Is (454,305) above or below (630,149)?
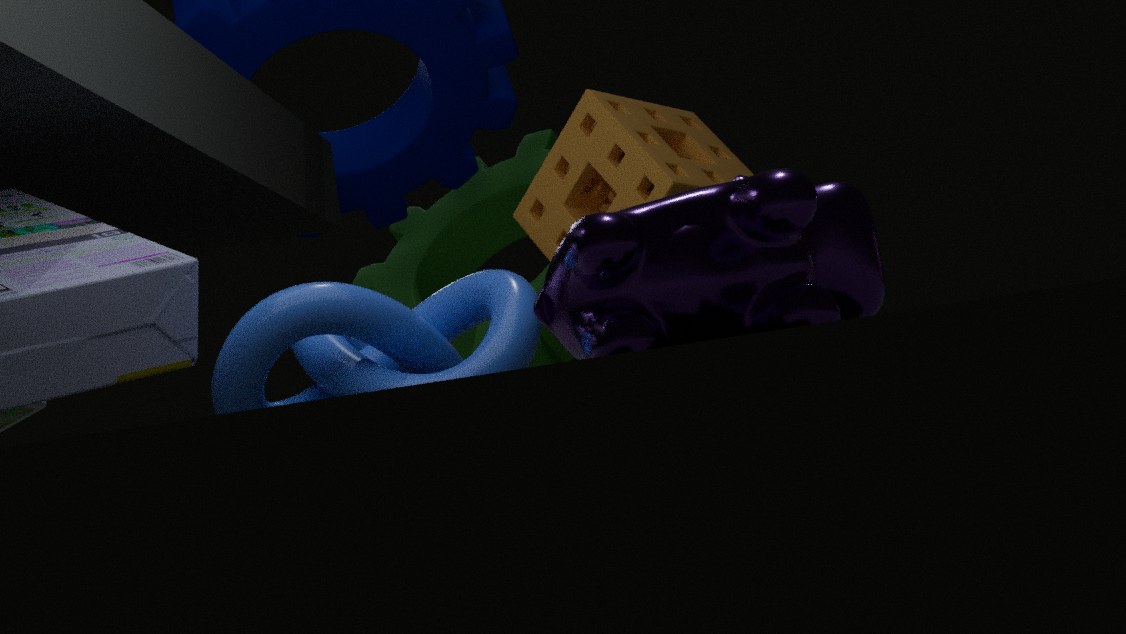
below
